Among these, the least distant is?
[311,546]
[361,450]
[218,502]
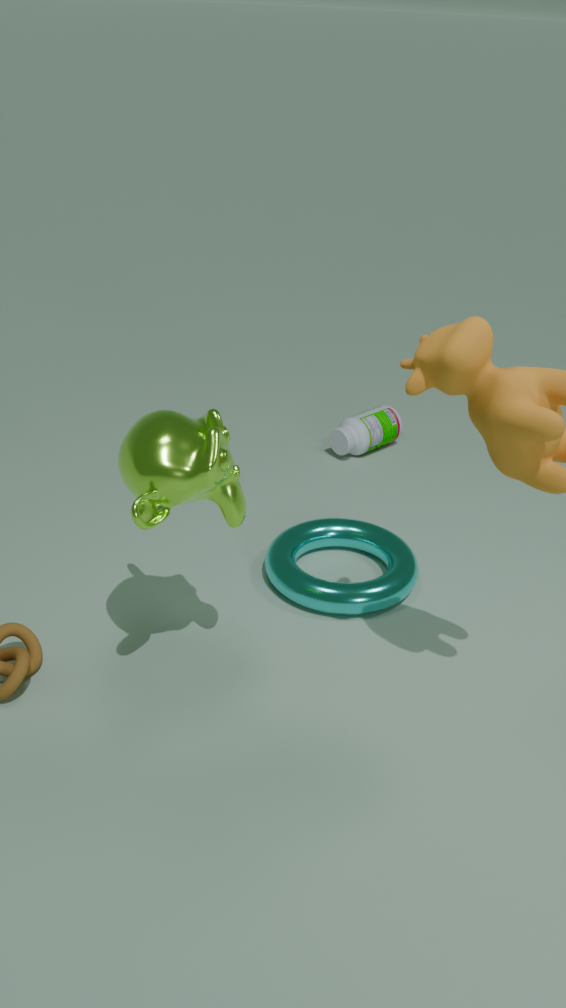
[218,502]
